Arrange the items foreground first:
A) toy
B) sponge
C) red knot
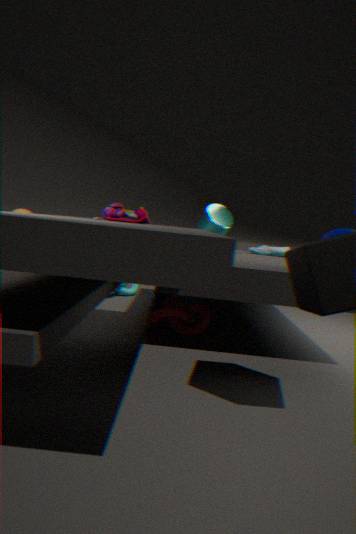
toy → red knot → sponge
